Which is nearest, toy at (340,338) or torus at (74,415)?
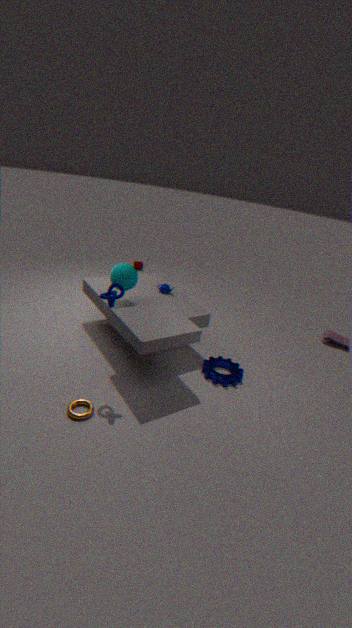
torus at (74,415)
